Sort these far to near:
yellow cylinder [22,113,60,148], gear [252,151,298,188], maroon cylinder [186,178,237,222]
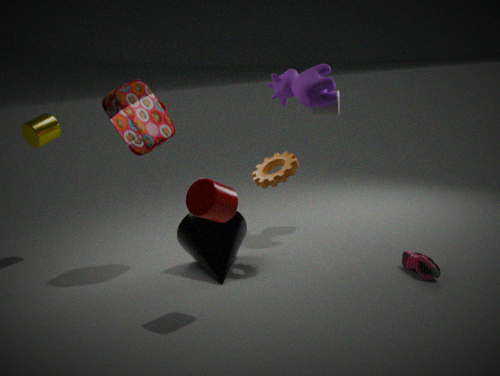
yellow cylinder [22,113,60,148], gear [252,151,298,188], maroon cylinder [186,178,237,222]
